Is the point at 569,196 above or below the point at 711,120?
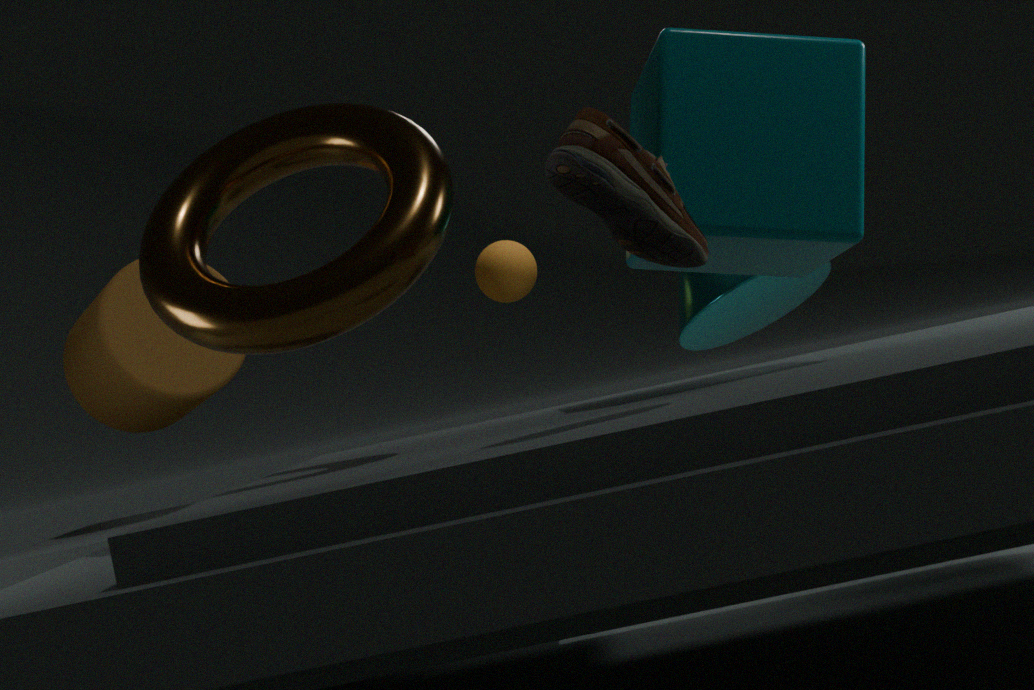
below
